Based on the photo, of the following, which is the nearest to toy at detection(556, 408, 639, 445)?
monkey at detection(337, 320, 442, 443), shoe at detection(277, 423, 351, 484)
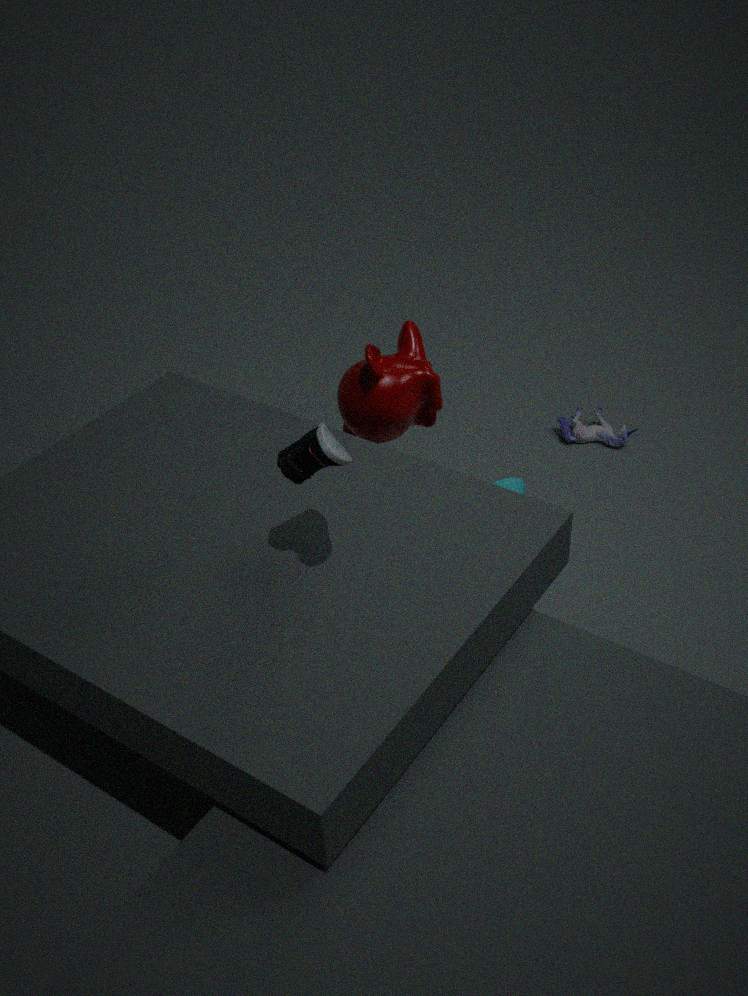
monkey at detection(337, 320, 442, 443)
